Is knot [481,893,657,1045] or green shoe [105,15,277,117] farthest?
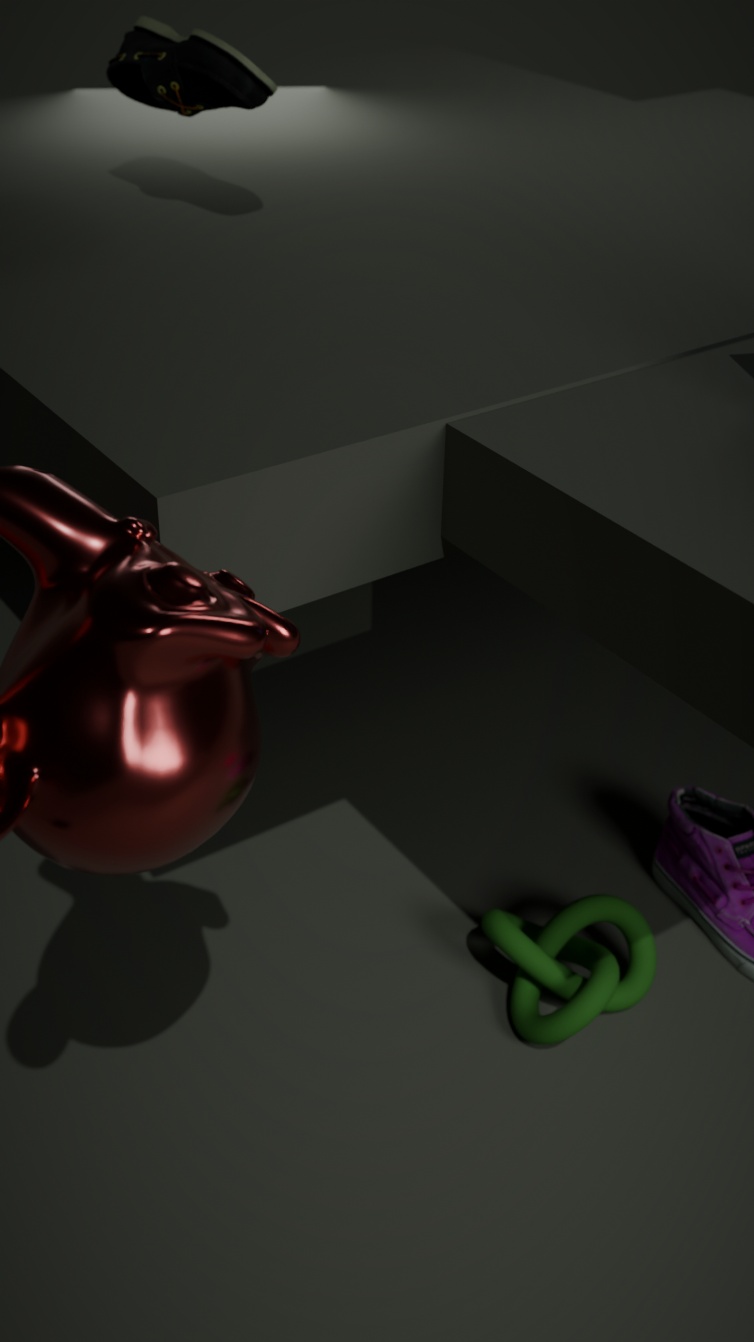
green shoe [105,15,277,117]
